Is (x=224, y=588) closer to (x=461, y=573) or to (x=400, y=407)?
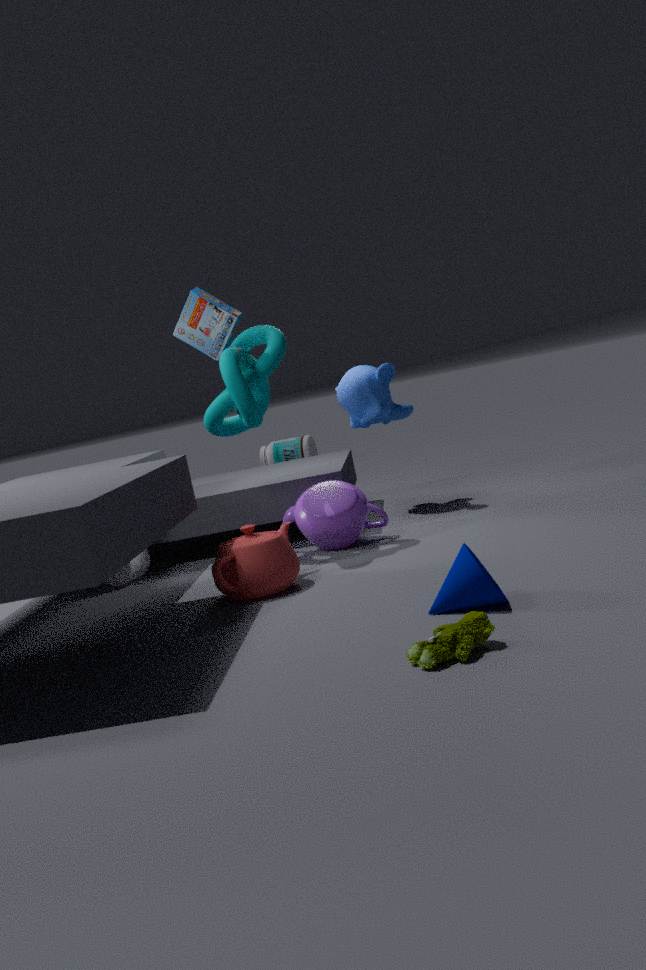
(x=461, y=573)
